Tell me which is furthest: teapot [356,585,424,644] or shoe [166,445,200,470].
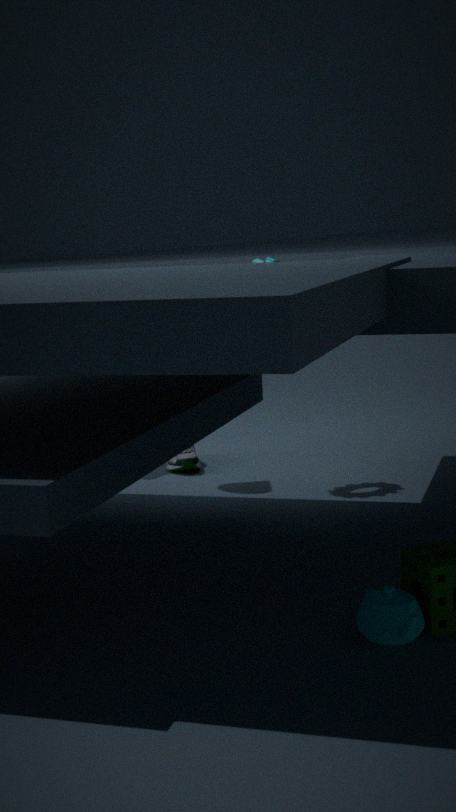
shoe [166,445,200,470]
